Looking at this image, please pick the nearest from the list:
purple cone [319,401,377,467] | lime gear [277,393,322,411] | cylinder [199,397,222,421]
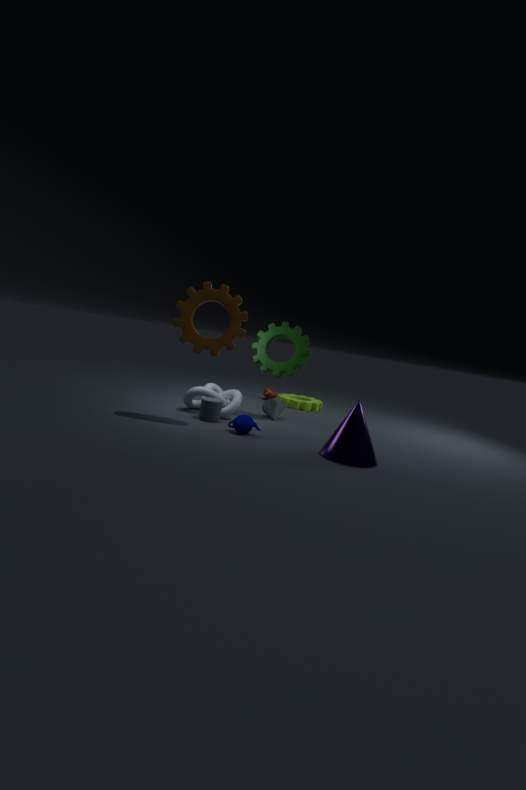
purple cone [319,401,377,467]
